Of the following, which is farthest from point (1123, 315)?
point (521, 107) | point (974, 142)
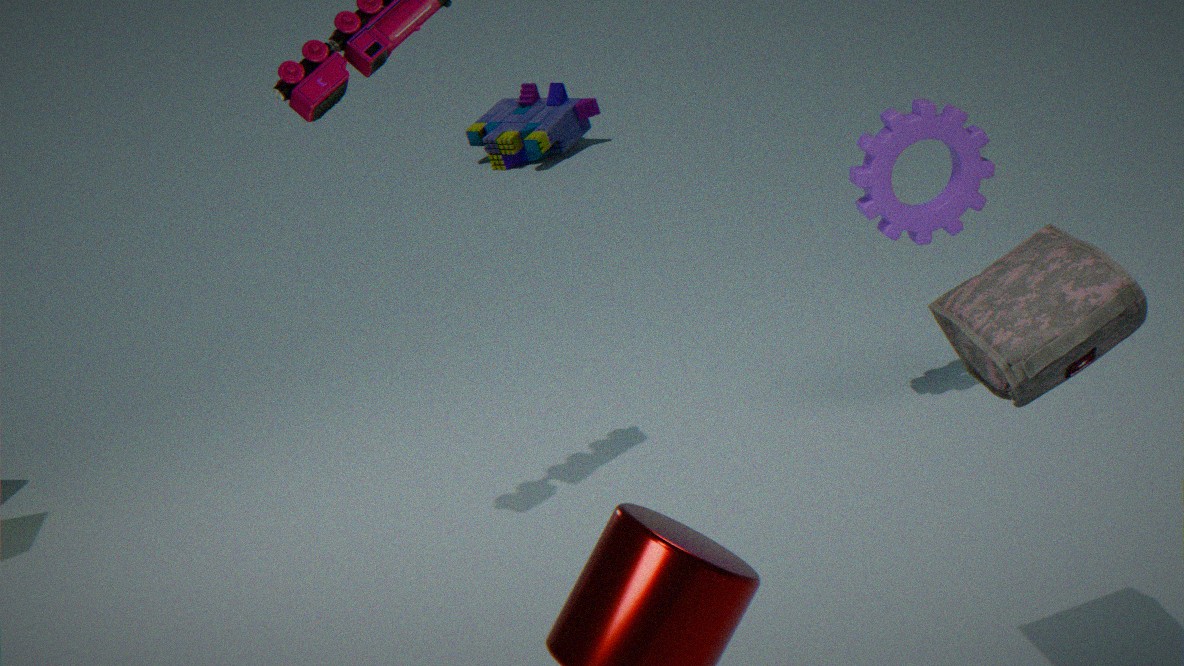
point (521, 107)
